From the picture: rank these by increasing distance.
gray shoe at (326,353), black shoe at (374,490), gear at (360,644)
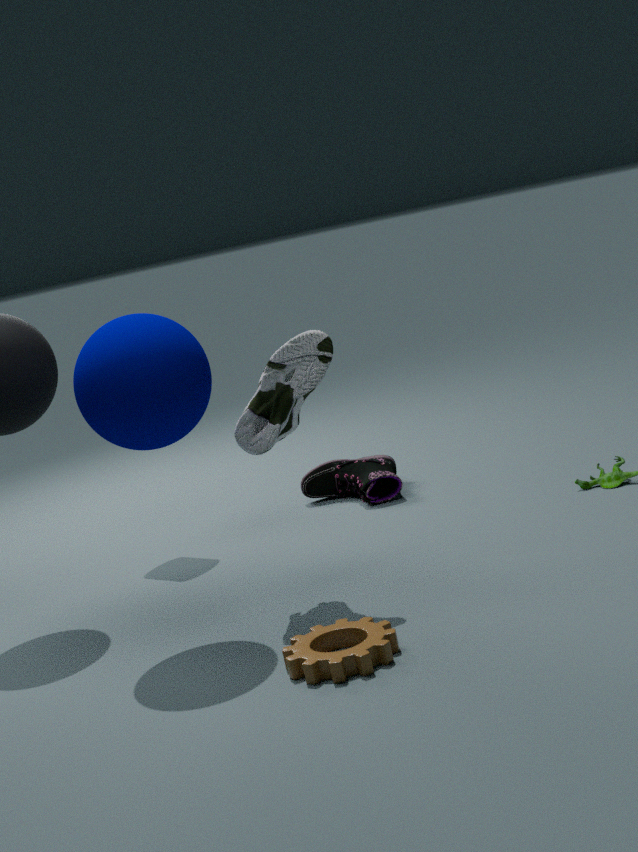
gear at (360,644), gray shoe at (326,353), black shoe at (374,490)
